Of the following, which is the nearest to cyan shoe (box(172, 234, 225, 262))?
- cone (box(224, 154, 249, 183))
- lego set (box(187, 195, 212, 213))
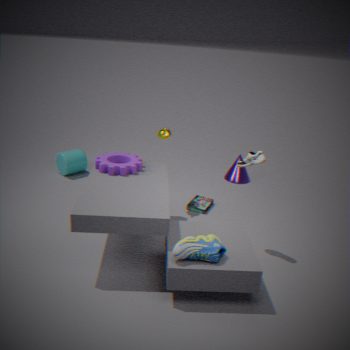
lego set (box(187, 195, 212, 213))
